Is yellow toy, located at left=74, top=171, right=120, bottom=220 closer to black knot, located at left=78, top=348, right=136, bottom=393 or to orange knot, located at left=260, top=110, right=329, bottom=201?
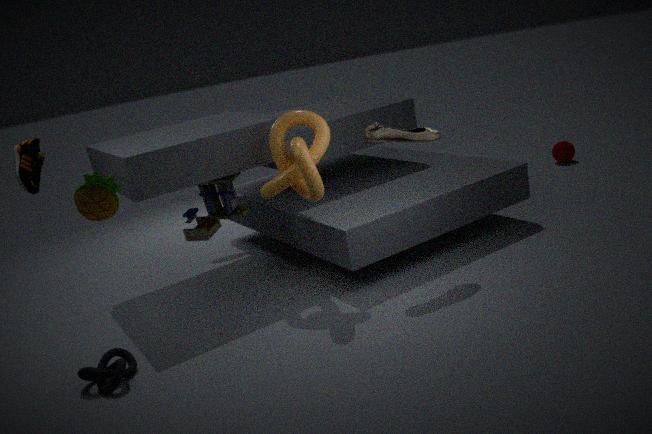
black knot, located at left=78, top=348, right=136, bottom=393
